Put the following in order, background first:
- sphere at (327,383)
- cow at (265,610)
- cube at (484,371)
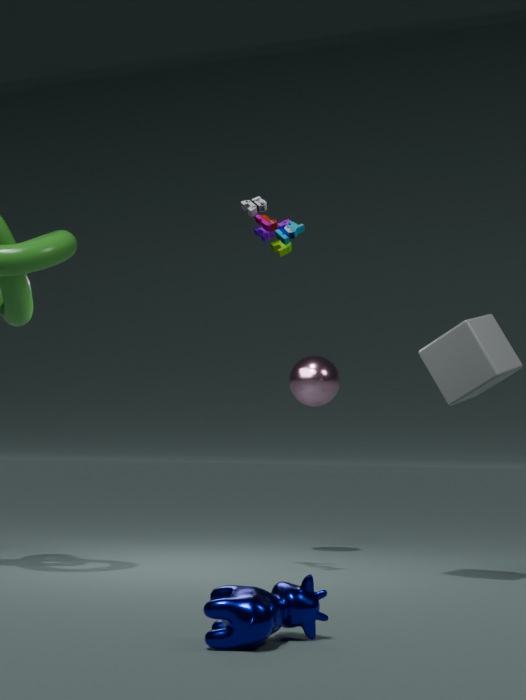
1. sphere at (327,383)
2. cube at (484,371)
3. cow at (265,610)
